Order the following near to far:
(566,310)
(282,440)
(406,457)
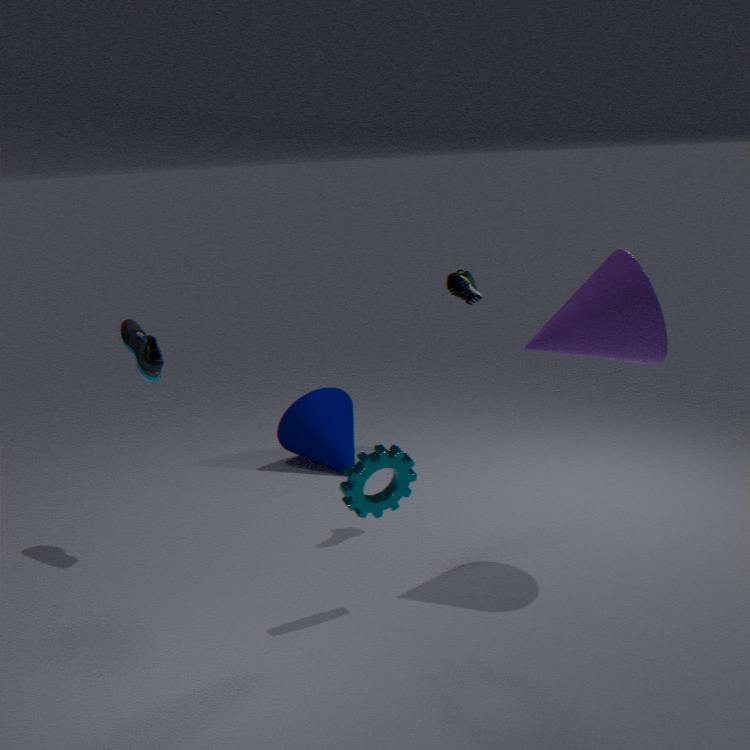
(406,457), (566,310), (282,440)
